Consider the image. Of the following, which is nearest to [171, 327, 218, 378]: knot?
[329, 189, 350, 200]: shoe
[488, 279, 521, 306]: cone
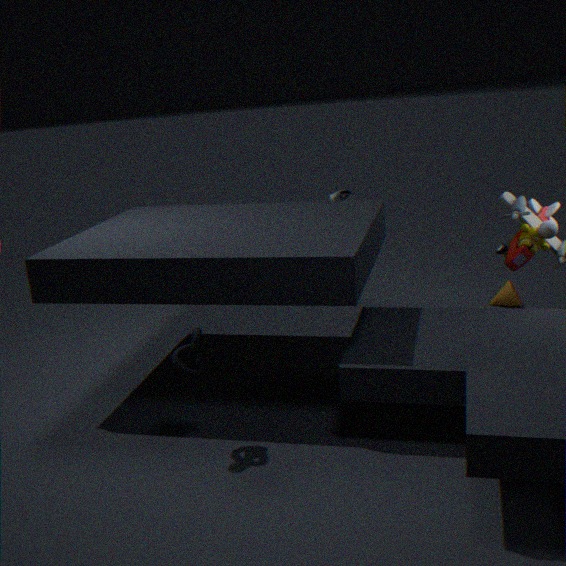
[329, 189, 350, 200]: shoe
